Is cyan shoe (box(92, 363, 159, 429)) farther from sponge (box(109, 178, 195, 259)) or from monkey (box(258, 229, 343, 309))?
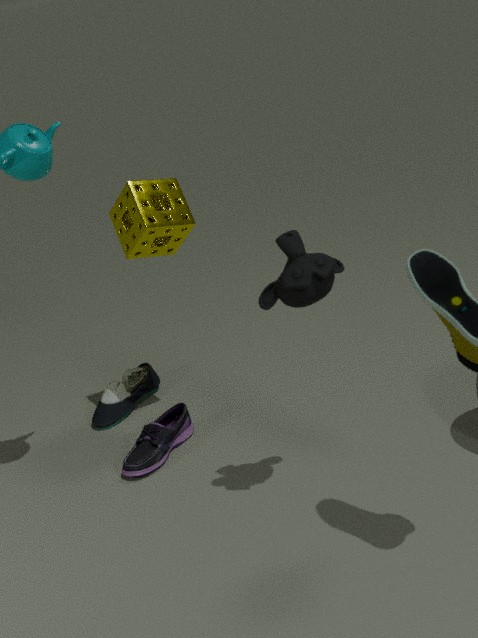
monkey (box(258, 229, 343, 309))
